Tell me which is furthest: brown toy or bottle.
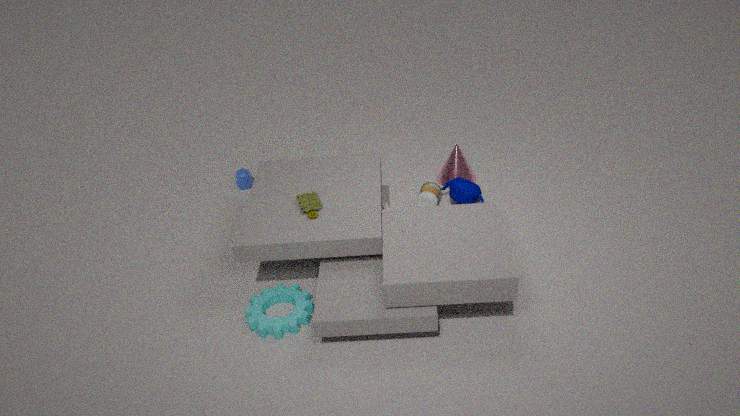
bottle
